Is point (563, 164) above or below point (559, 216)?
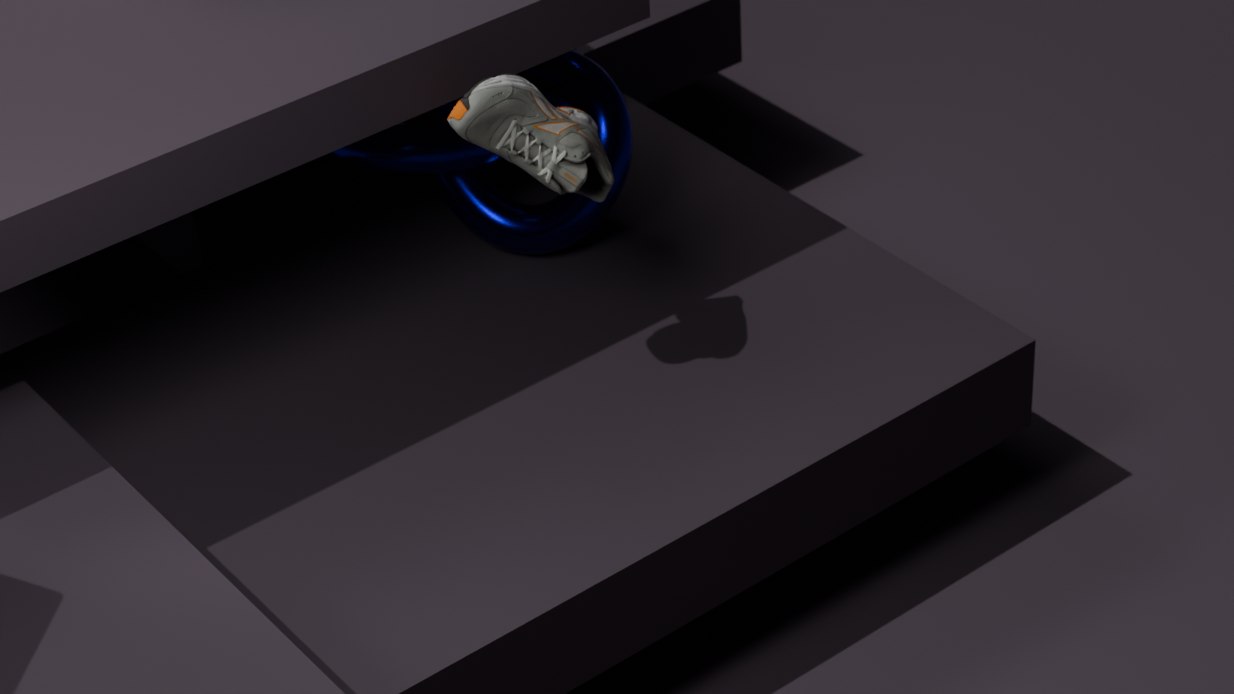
above
